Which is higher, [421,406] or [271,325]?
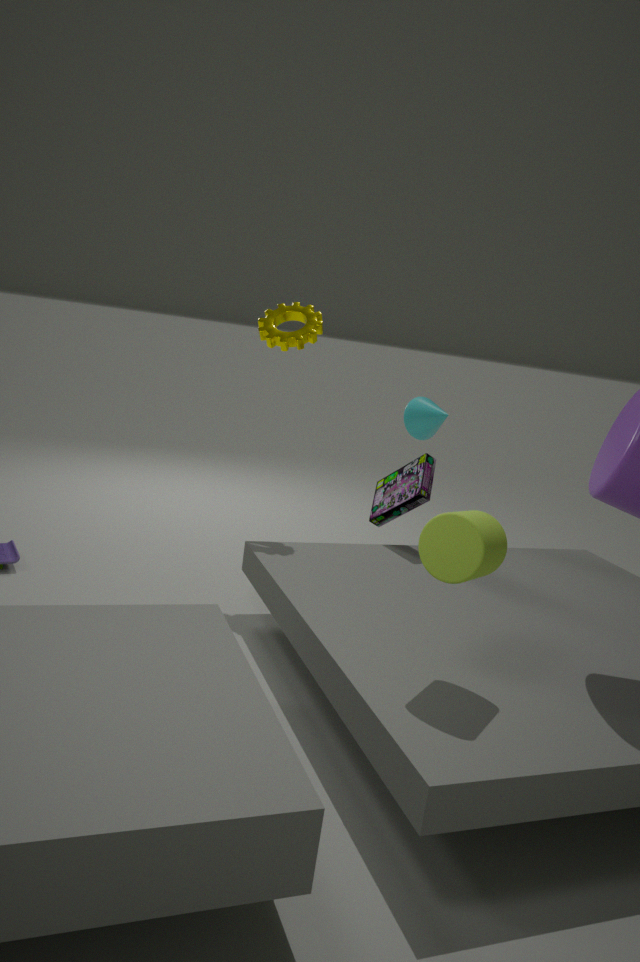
[271,325]
